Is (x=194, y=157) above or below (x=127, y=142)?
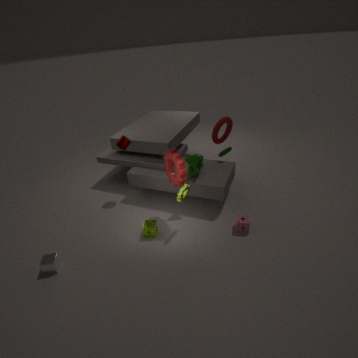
below
